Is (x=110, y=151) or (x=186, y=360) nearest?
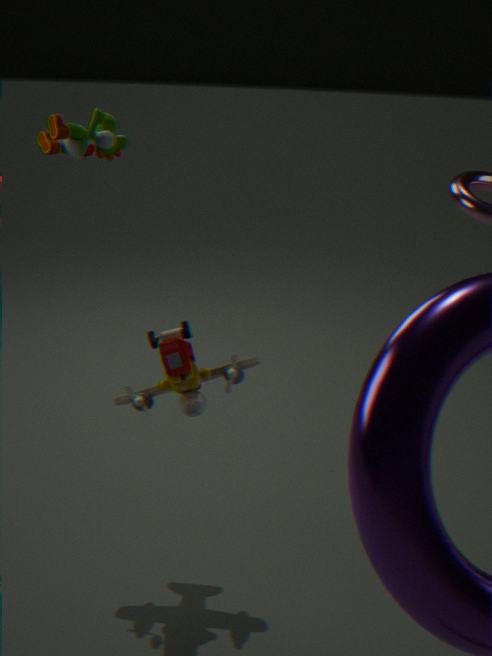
(x=110, y=151)
